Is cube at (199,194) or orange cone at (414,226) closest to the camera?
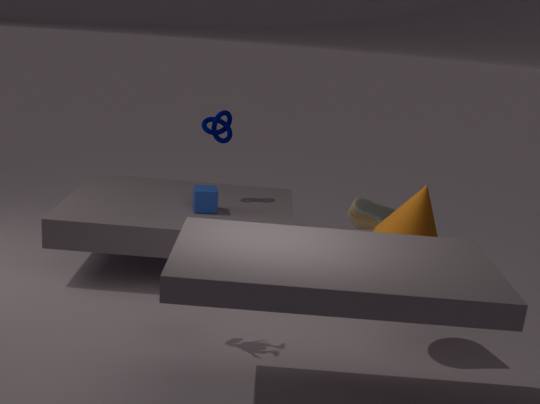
orange cone at (414,226)
